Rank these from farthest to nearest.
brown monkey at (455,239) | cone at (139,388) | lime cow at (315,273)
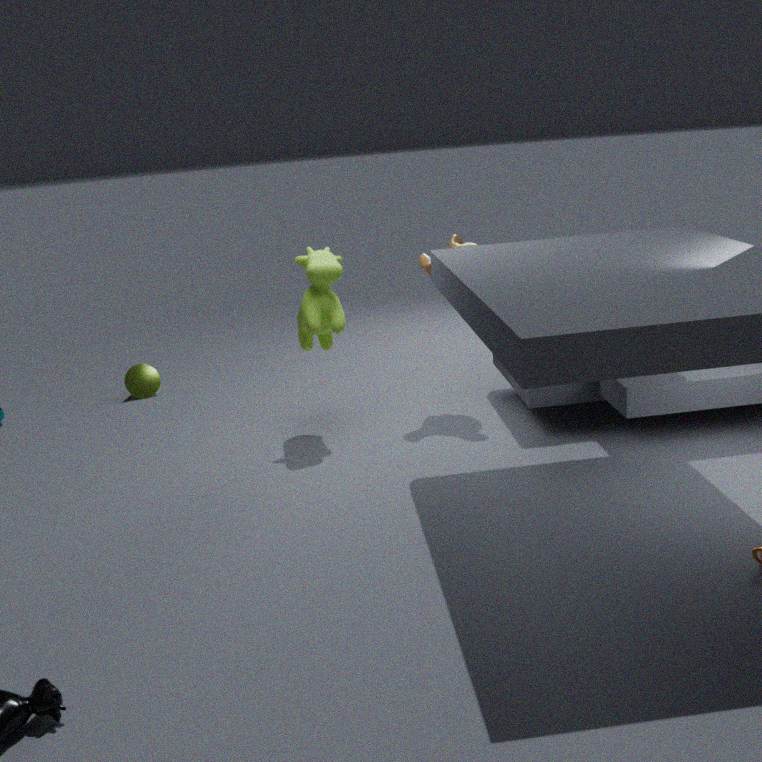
cone at (139,388) → brown monkey at (455,239) → lime cow at (315,273)
